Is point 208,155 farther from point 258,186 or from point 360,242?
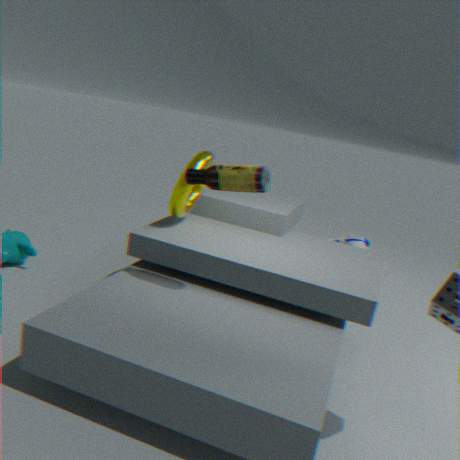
point 360,242
